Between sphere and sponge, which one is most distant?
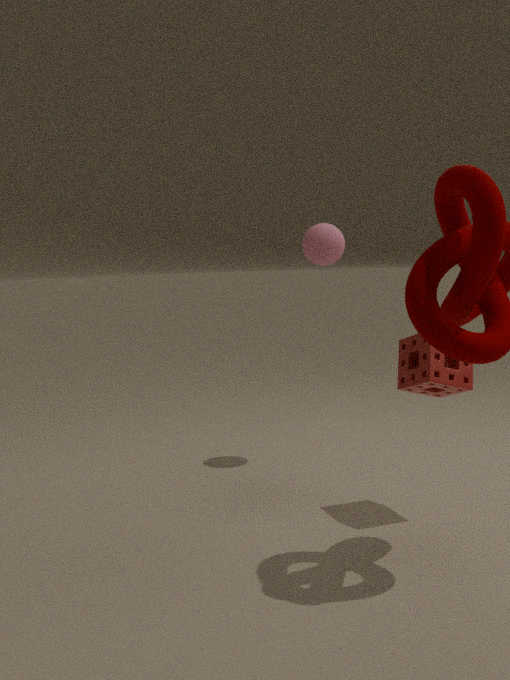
sphere
